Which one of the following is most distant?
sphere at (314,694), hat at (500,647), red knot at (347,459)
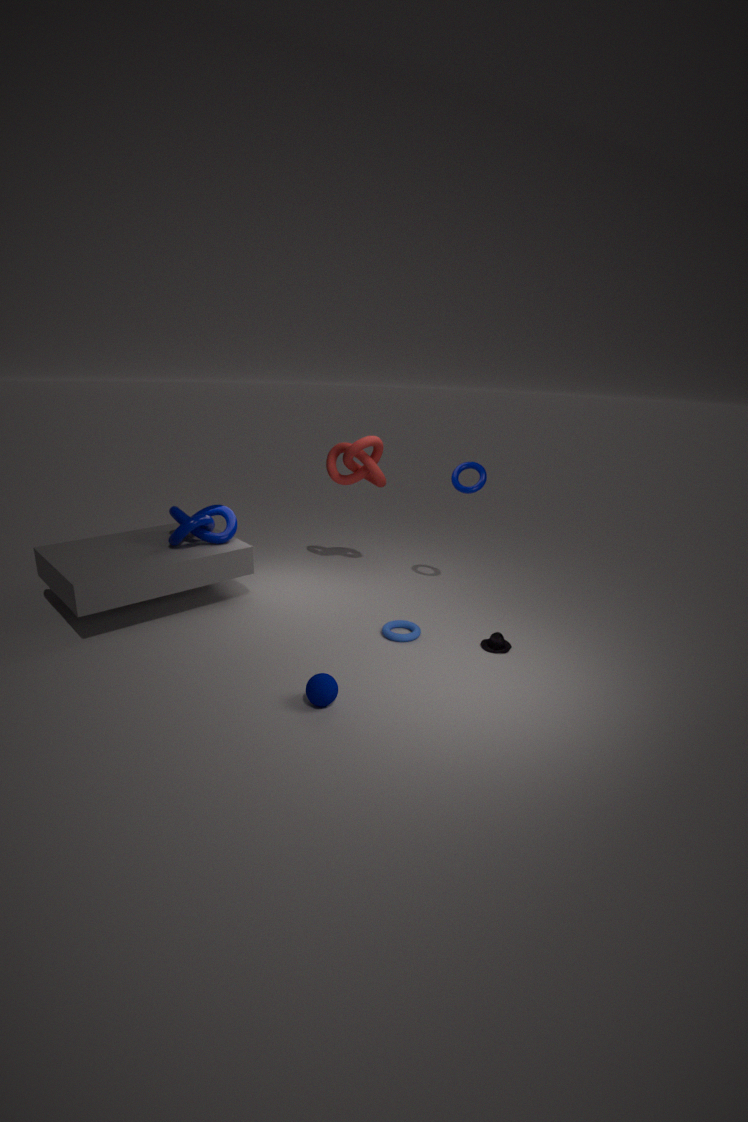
red knot at (347,459)
